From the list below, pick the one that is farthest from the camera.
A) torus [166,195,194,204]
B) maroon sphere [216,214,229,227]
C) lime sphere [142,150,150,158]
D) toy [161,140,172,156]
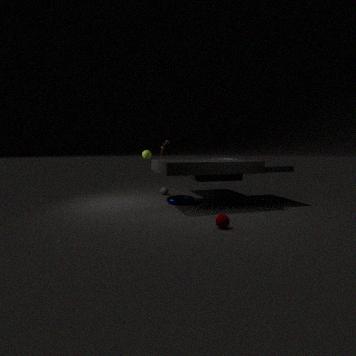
lime sphere [142,150,150,158]
